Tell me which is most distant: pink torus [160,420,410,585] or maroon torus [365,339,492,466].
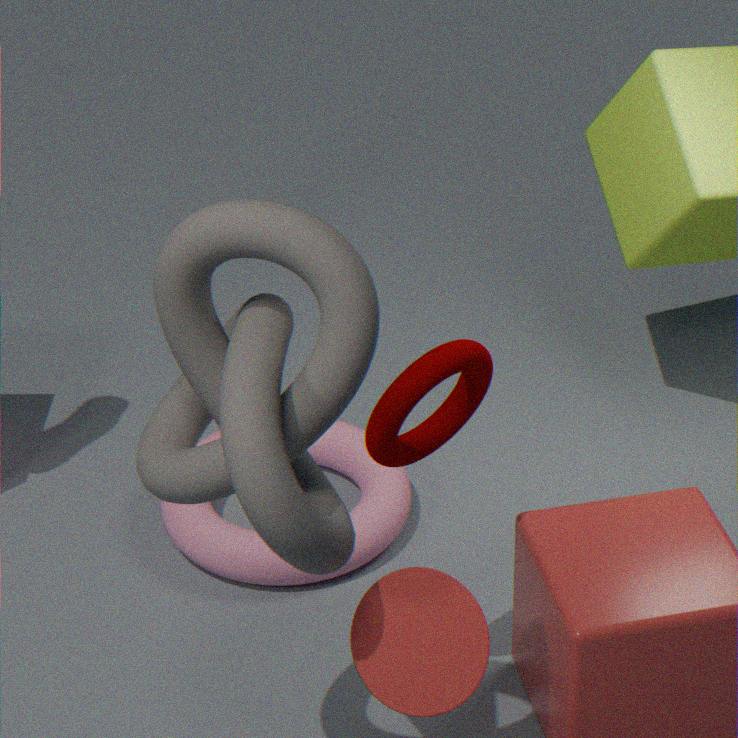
pink torus [160,420,410,585]
